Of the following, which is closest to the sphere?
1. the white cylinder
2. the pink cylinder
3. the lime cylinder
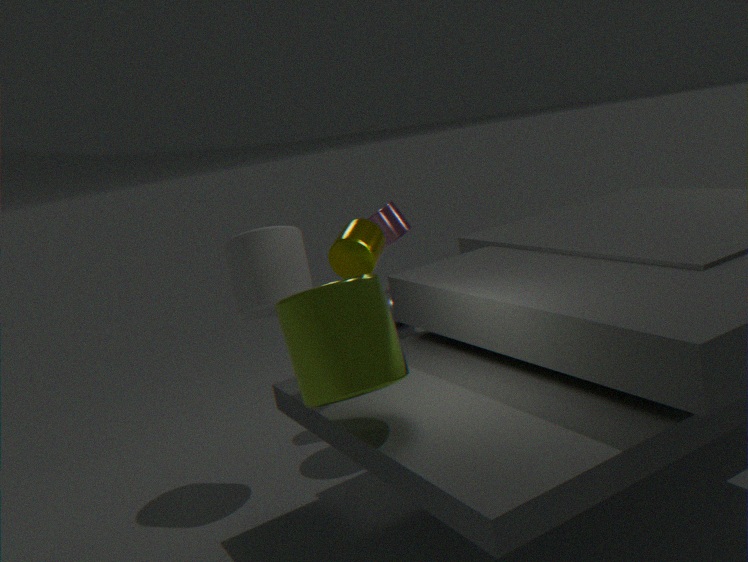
the white cylinder
